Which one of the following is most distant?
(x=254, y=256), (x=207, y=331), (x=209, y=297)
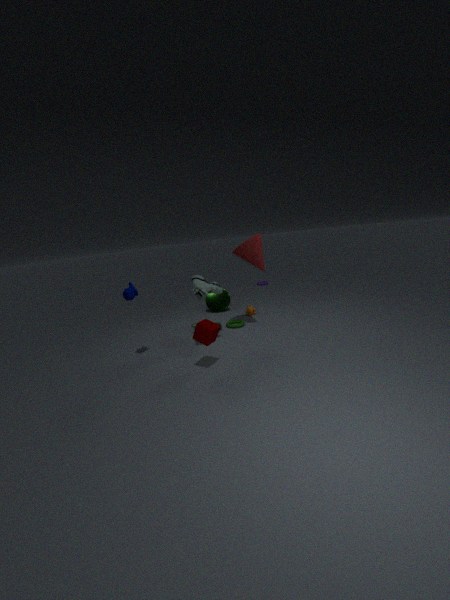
(x=209, y=297)
